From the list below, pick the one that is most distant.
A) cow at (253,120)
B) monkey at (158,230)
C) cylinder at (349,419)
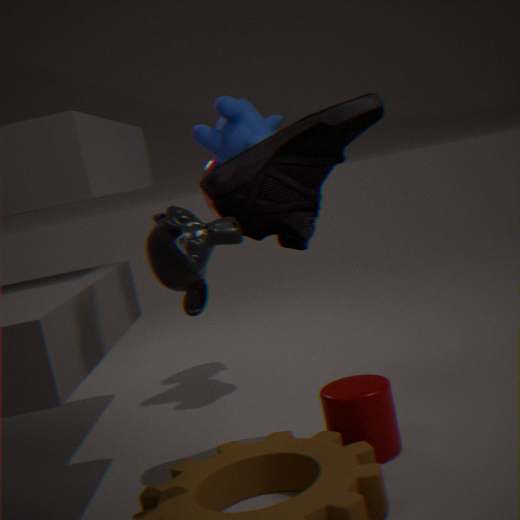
cow at (253,120)
